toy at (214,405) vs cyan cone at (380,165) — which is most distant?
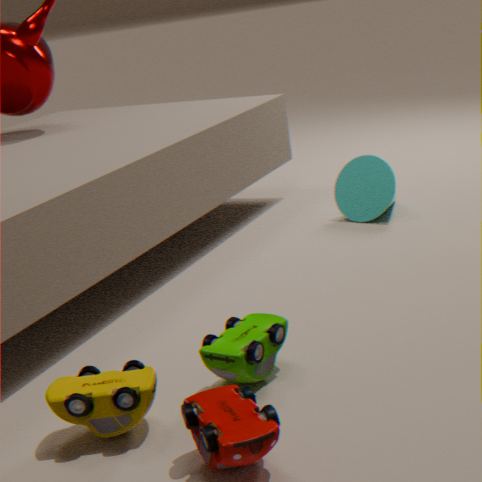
cyan cone at (380,165)
